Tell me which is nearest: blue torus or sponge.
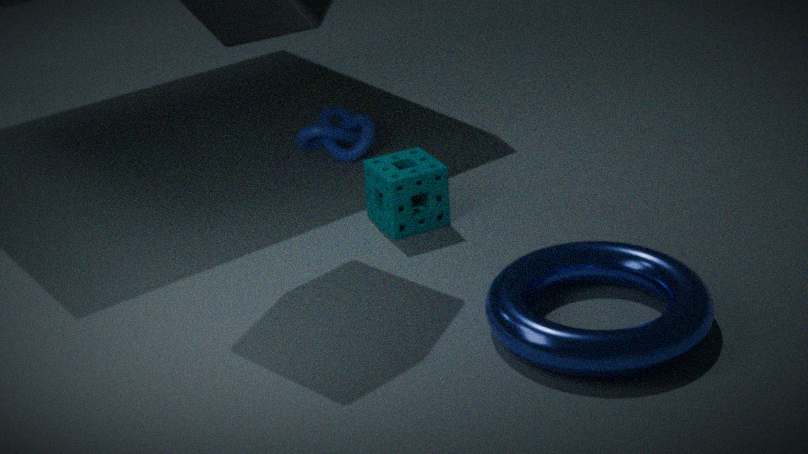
blue torus
